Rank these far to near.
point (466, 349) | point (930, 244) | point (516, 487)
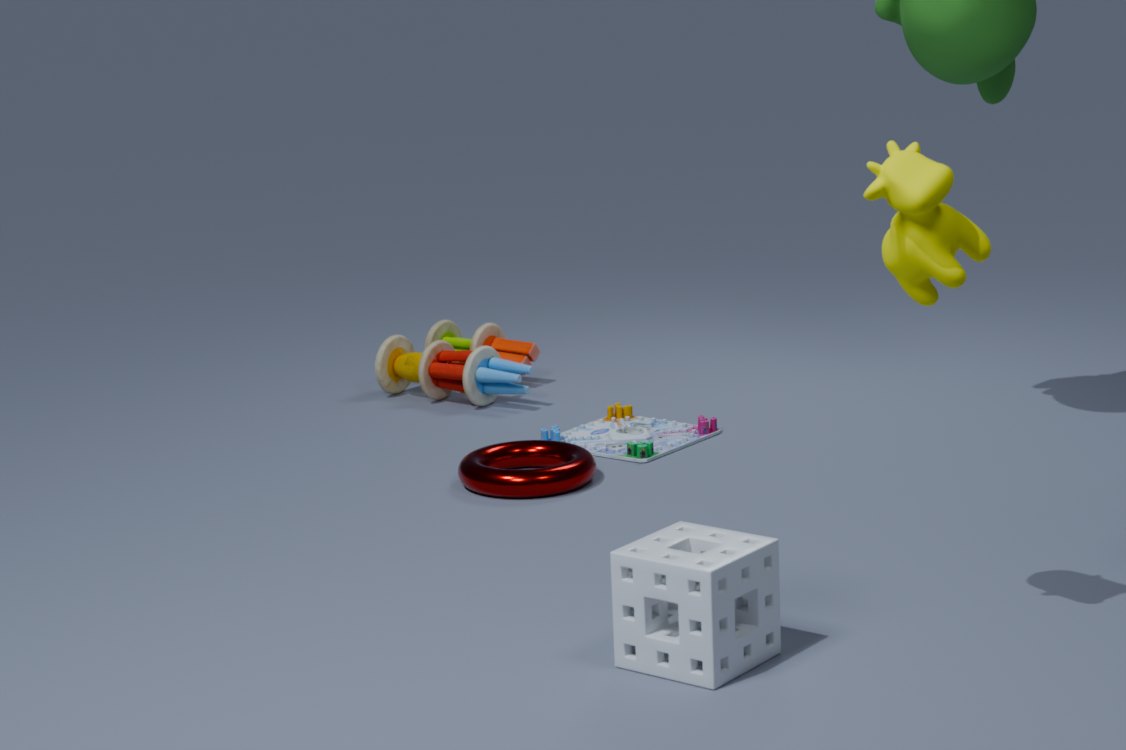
point (466, 349) → point (516, 487) → point (930, 244)
